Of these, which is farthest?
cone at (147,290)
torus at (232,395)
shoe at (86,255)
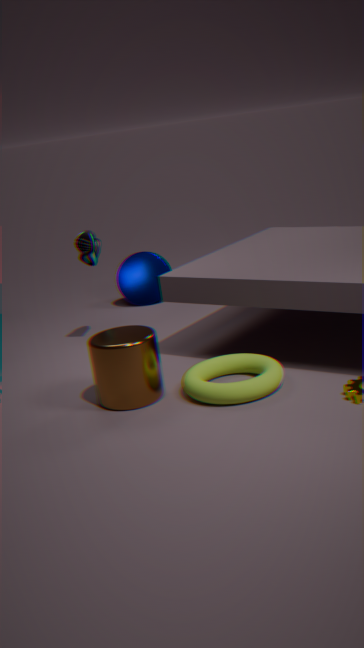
cone at (147,290)
